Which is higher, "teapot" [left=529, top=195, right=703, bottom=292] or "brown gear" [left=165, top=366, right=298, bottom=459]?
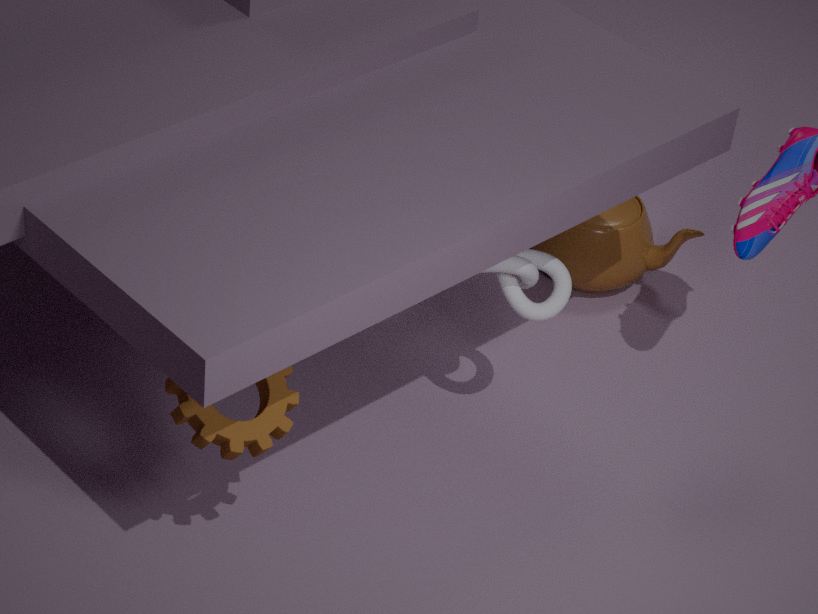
"brown gear" [left=165, top=366, right=298, bottom=459]
